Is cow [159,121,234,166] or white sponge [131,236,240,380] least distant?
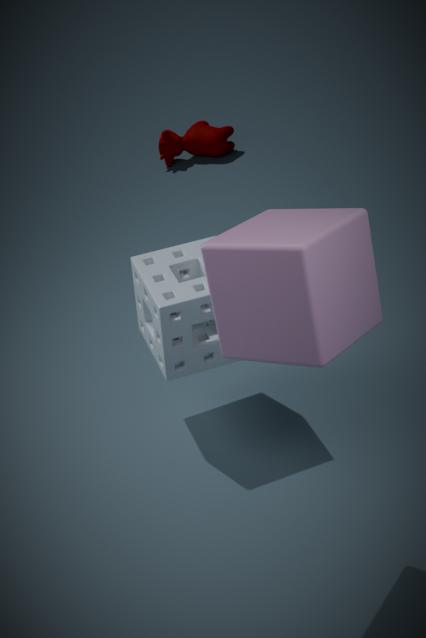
white sponge [131,236,240,380]
